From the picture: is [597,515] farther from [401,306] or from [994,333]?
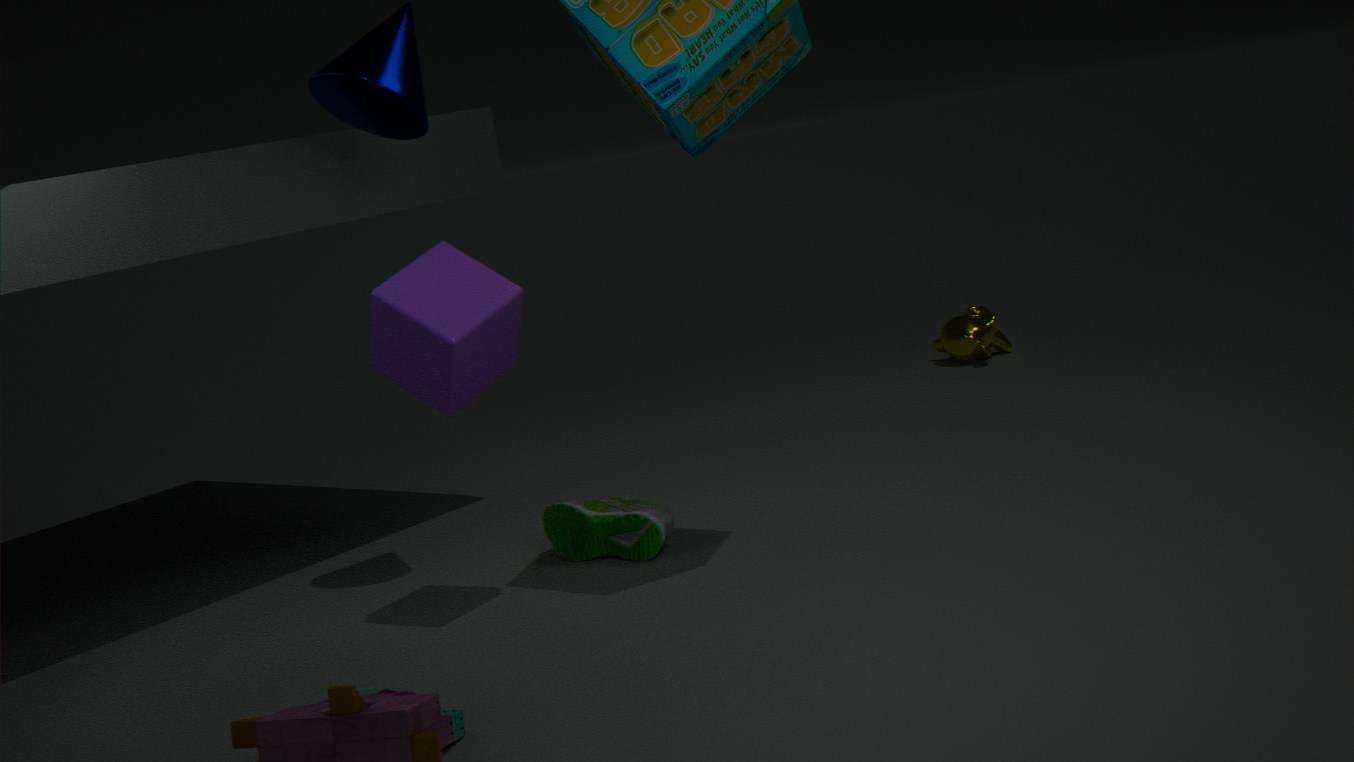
[994,333]
